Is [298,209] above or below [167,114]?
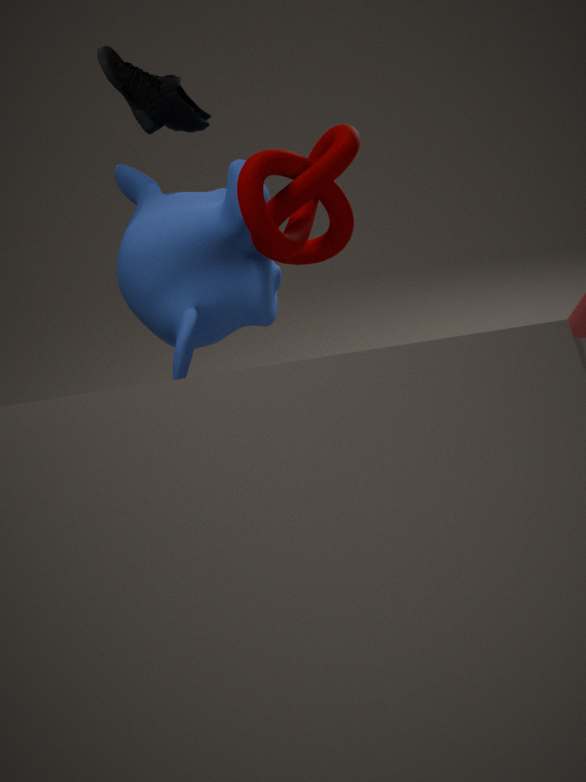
below
